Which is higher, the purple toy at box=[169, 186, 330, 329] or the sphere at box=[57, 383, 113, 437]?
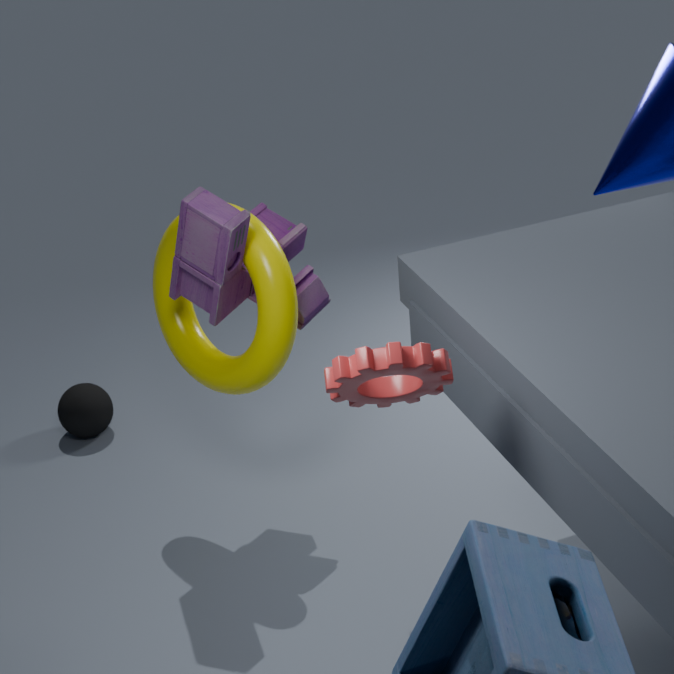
the purple toy at box=[169, 186, 330, 329]
